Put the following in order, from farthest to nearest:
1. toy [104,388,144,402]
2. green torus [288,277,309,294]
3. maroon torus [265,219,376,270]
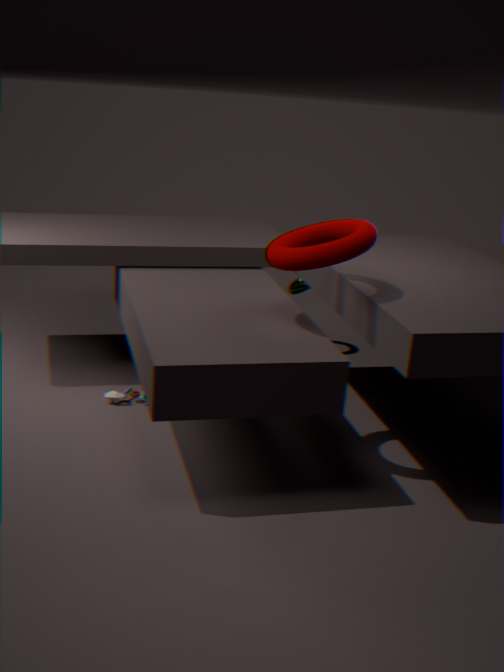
green torus [288,277,309,294] → toy [104,388,144,402] → maroon torus [265,219,376,270]
